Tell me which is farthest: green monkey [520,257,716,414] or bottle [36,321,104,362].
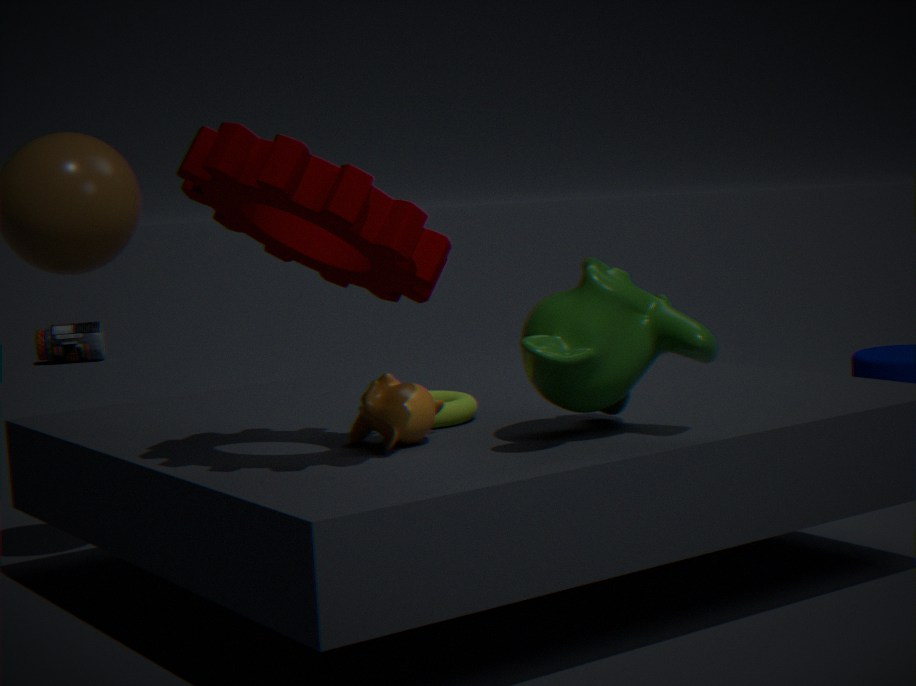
bottle [36,321,104,362]
